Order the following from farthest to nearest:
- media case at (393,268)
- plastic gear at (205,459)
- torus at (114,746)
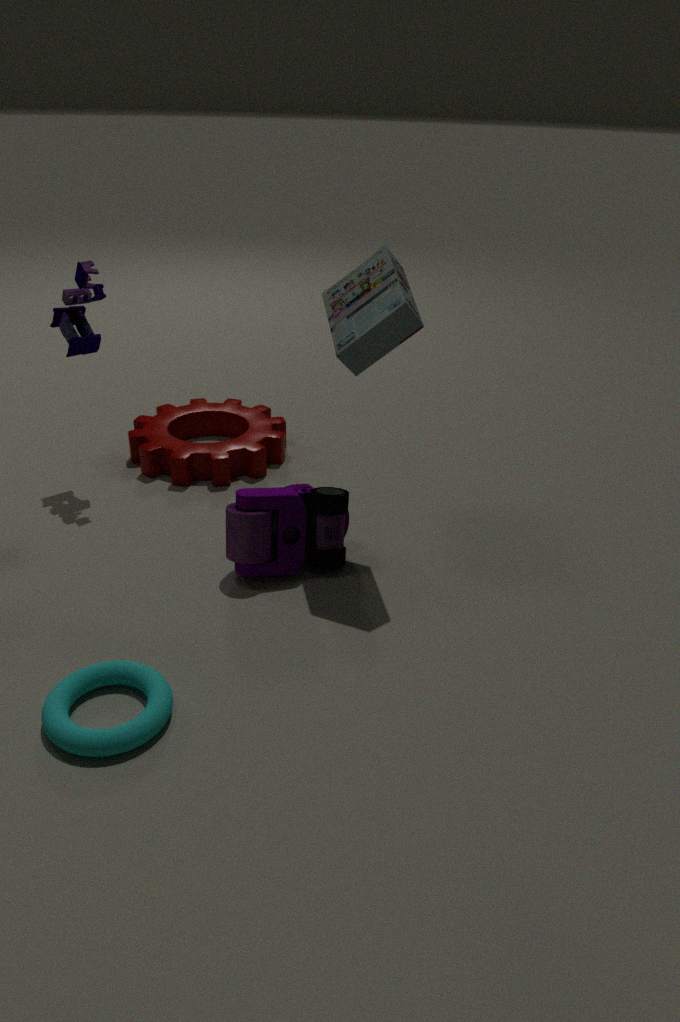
plastic gear at (205,459), media case at (393,268), torus at (114,746)
